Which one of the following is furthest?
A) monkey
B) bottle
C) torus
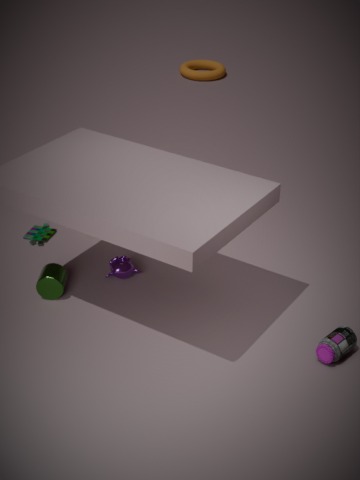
C. torus
